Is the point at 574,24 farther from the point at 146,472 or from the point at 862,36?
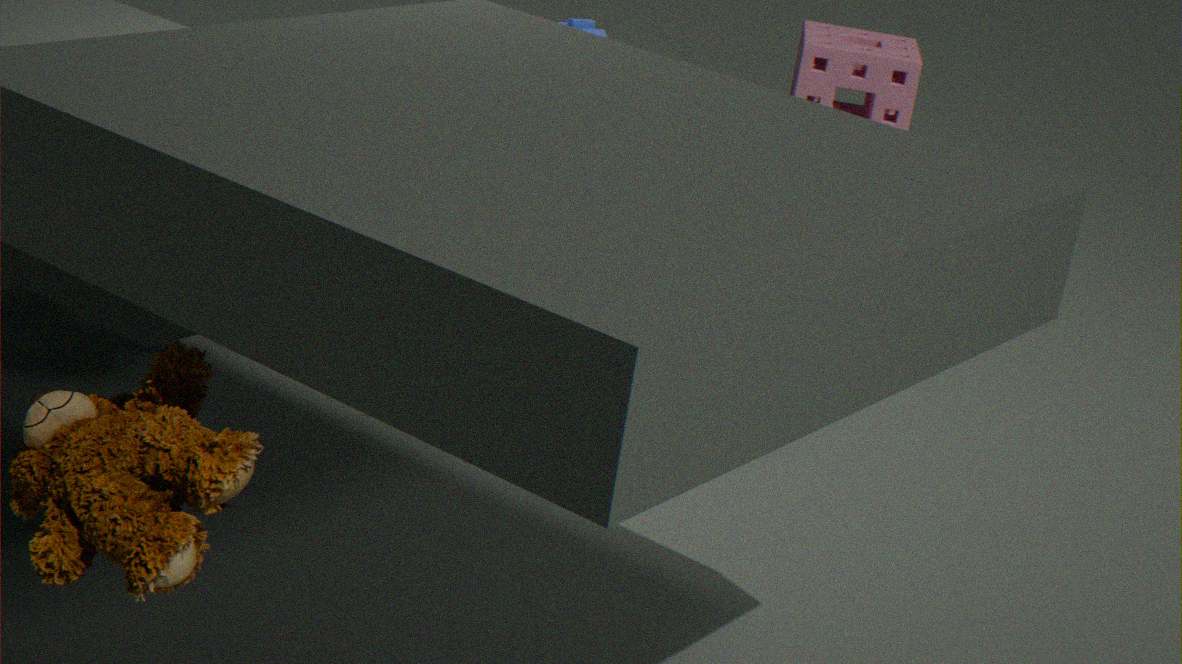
the point at 862,36
